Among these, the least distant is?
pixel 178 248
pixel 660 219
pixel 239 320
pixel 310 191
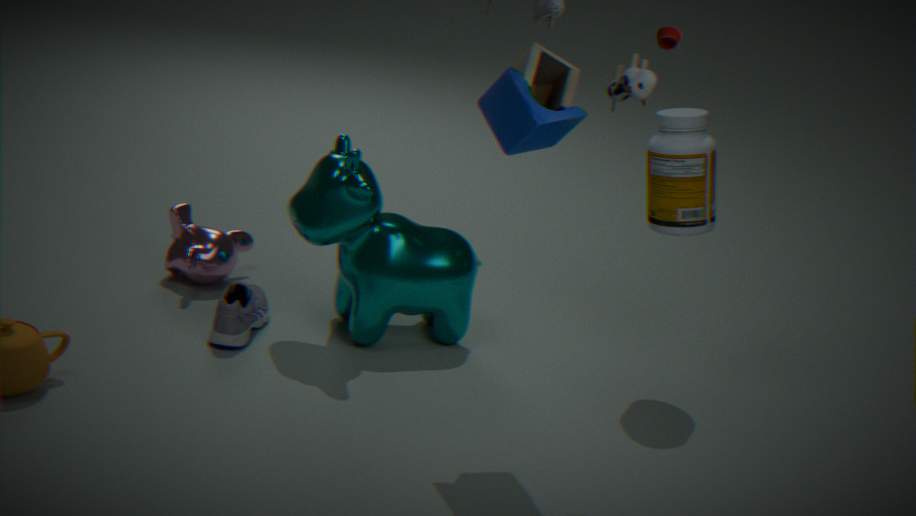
pixel 239 320
